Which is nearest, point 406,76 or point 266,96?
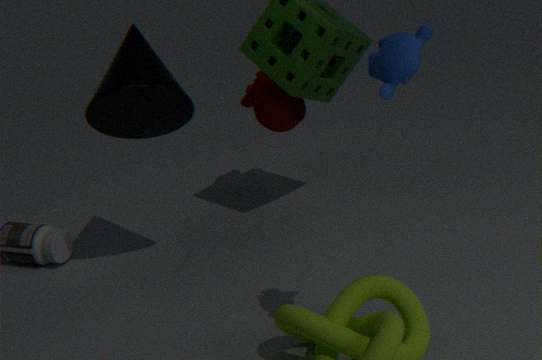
point 406,76
